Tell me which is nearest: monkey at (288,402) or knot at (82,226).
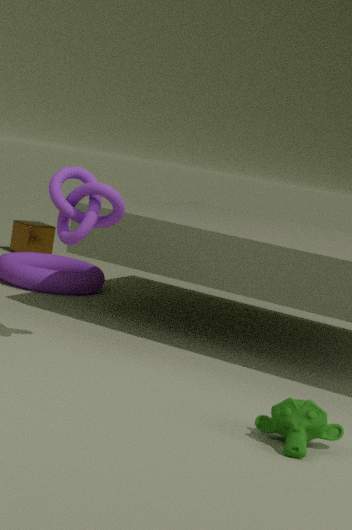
monkey at (288,402)
